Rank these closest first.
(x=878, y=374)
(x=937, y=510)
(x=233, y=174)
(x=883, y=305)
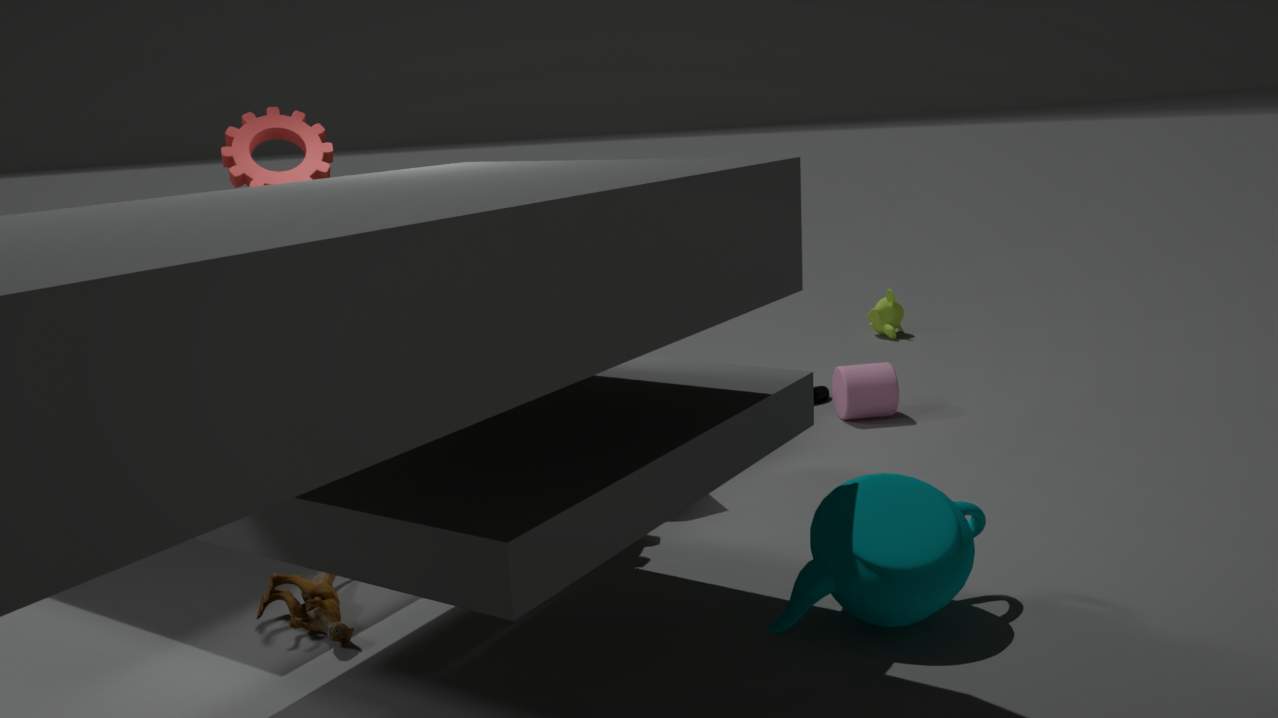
1. (x=937, y=510)
2. (x=233, y=174)
3. (x=878, y=374)
4. (x=883, y=305)
